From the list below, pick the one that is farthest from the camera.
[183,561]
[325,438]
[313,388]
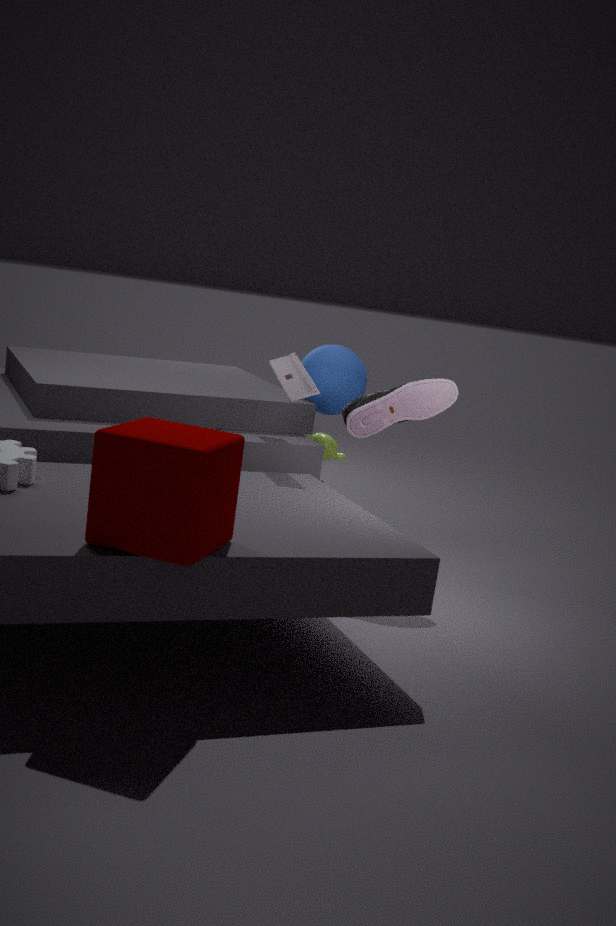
[325,438]
